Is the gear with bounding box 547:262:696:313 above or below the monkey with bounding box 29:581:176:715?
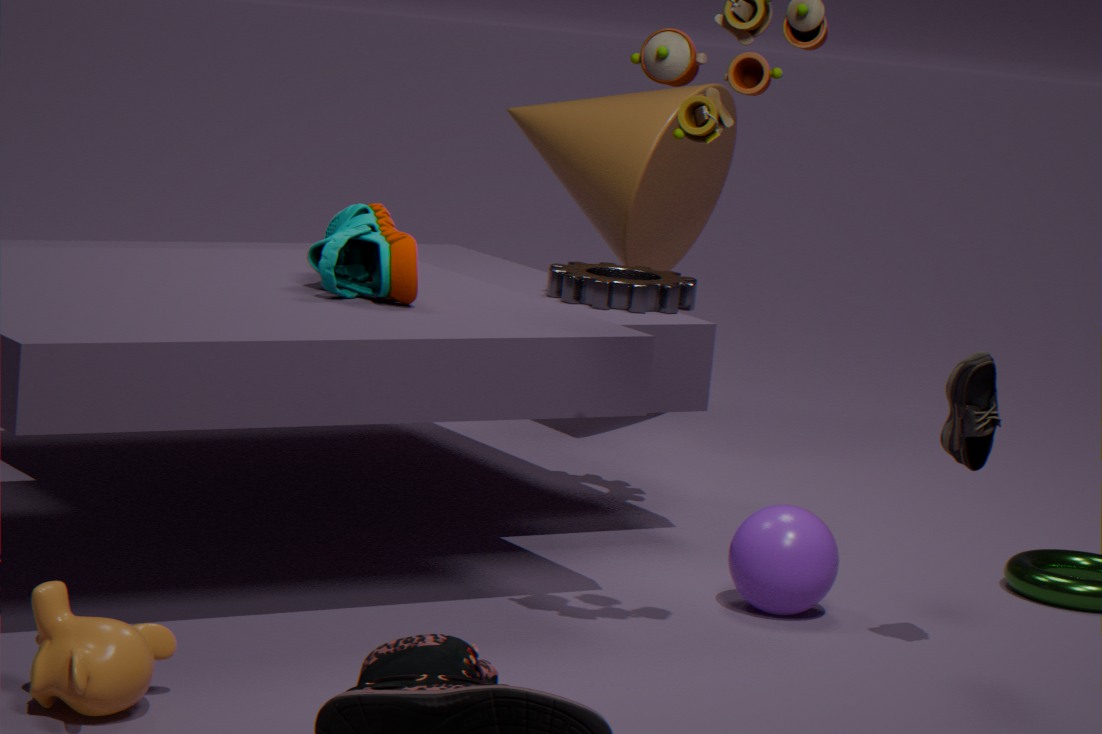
above
